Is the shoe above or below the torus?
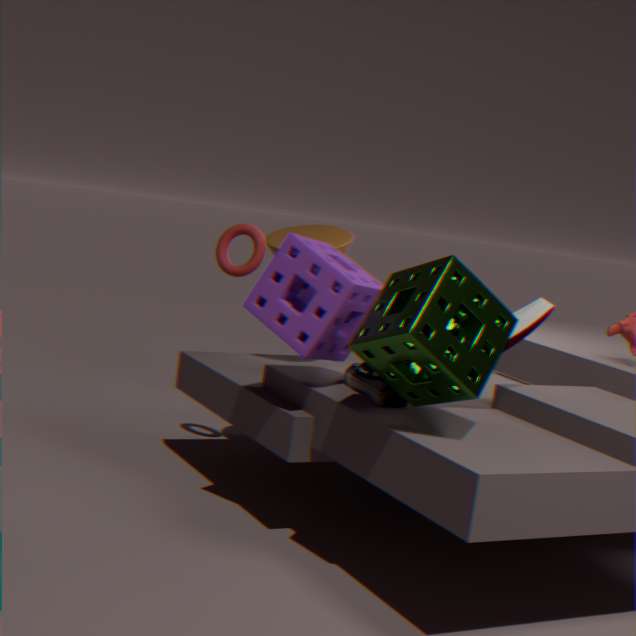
below
